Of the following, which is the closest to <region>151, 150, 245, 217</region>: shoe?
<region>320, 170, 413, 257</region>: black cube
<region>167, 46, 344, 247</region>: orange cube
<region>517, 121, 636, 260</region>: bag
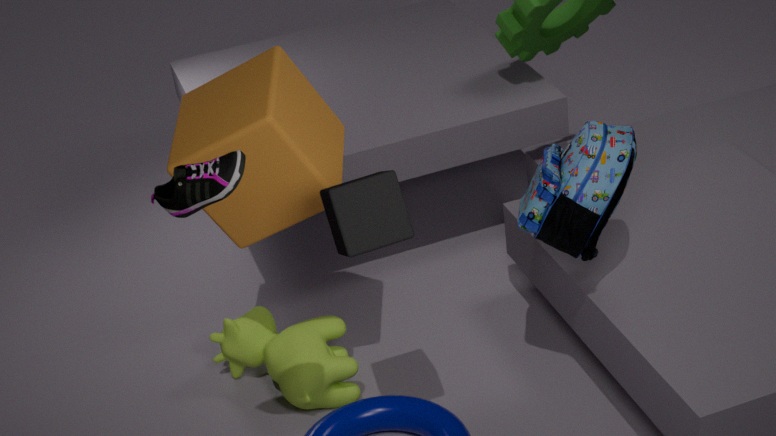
<region>320, 170, 413, 257</region>: black cube
